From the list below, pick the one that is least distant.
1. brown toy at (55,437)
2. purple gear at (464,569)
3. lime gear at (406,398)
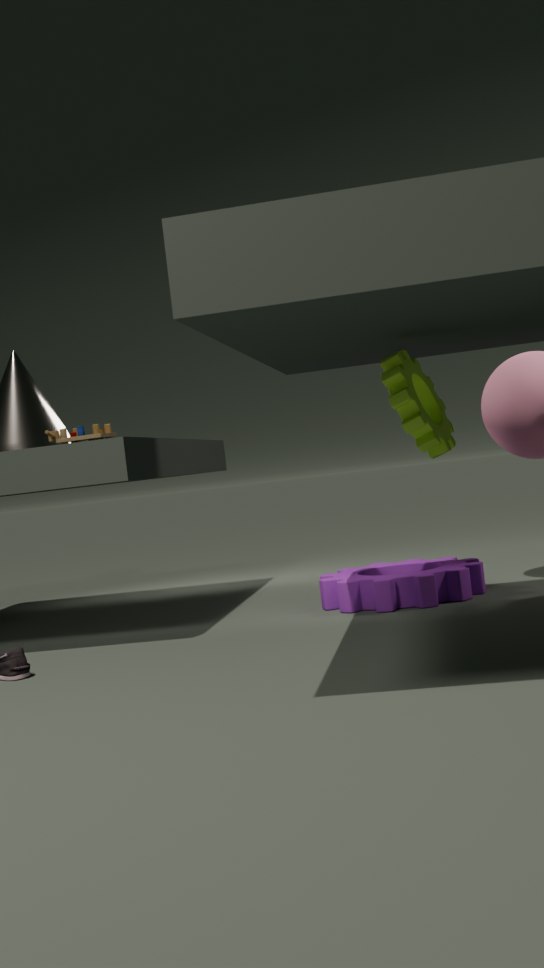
lime gear at (406,398)
